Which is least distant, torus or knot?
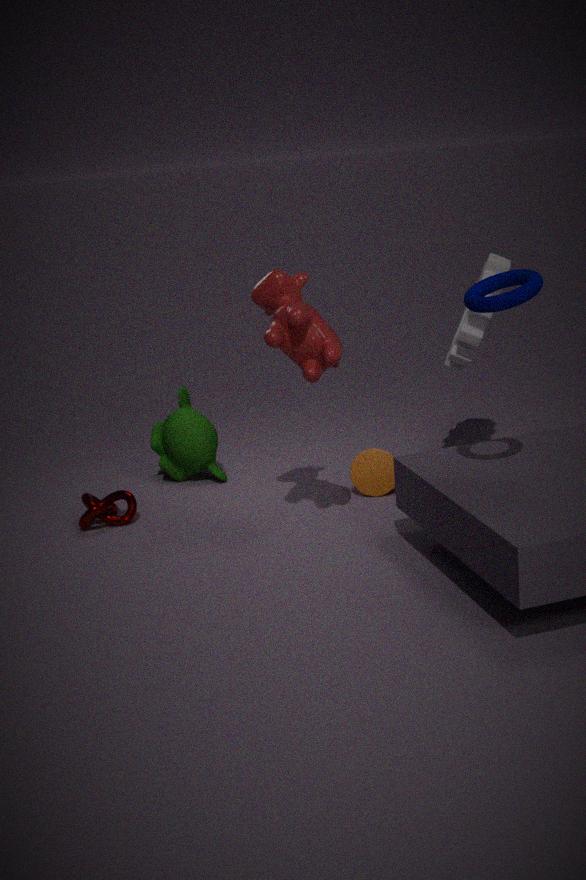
torus
